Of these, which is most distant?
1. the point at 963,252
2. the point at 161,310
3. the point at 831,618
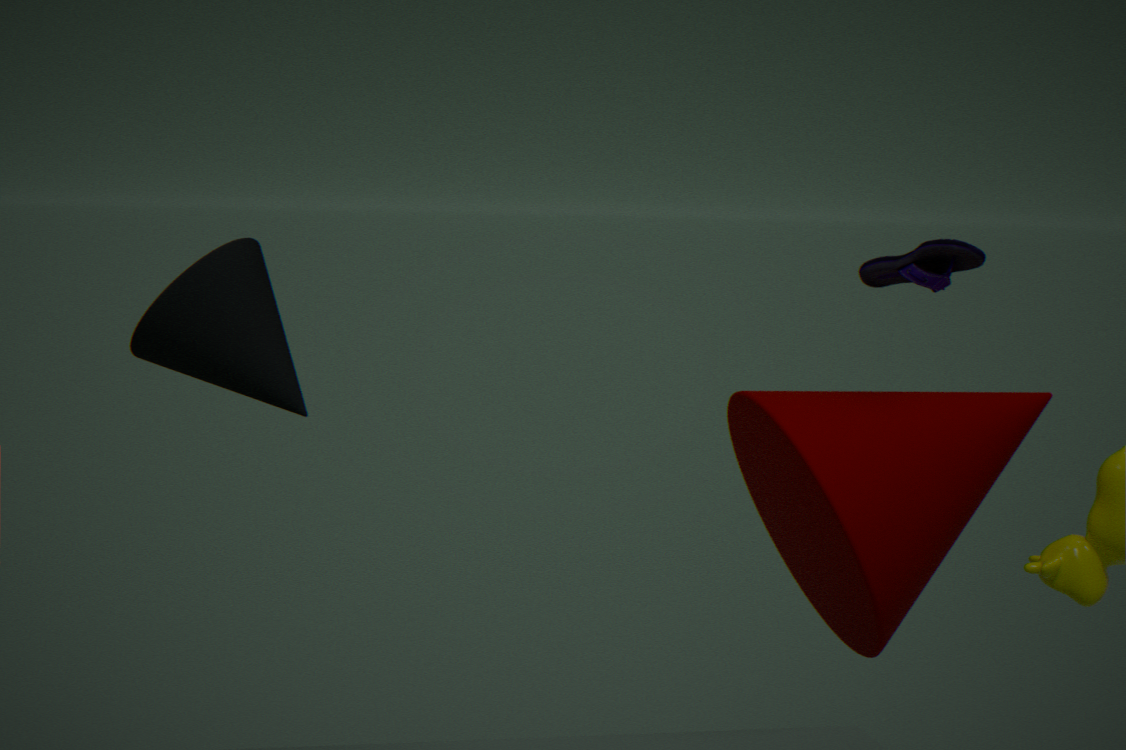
the point at 831,618
